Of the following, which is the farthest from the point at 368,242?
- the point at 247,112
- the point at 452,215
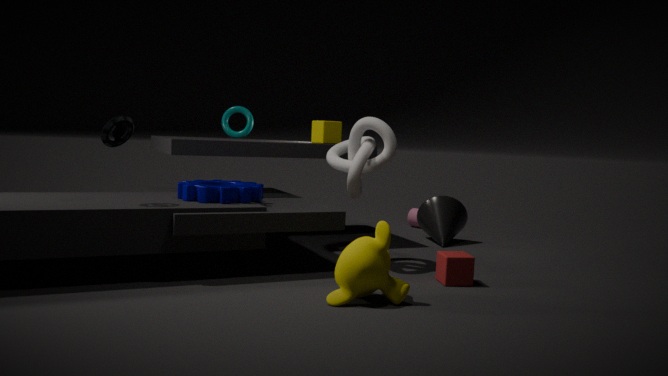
the point at 247,112
